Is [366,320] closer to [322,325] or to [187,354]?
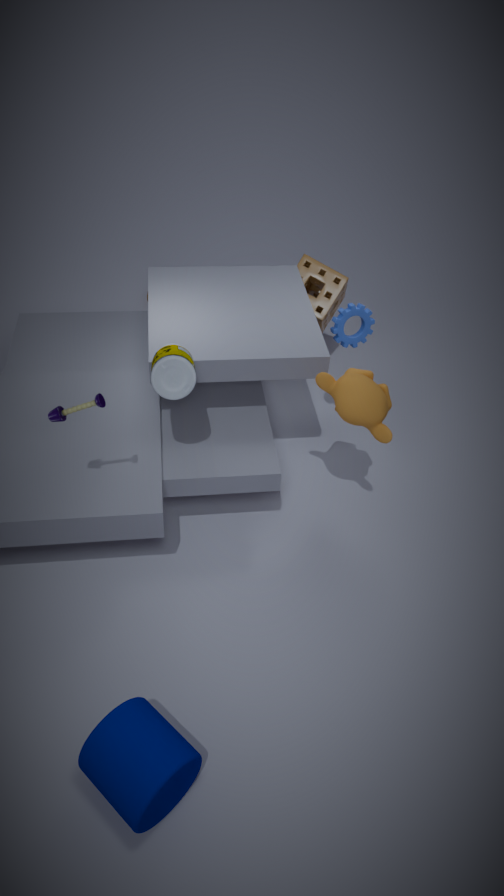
[322,325]
